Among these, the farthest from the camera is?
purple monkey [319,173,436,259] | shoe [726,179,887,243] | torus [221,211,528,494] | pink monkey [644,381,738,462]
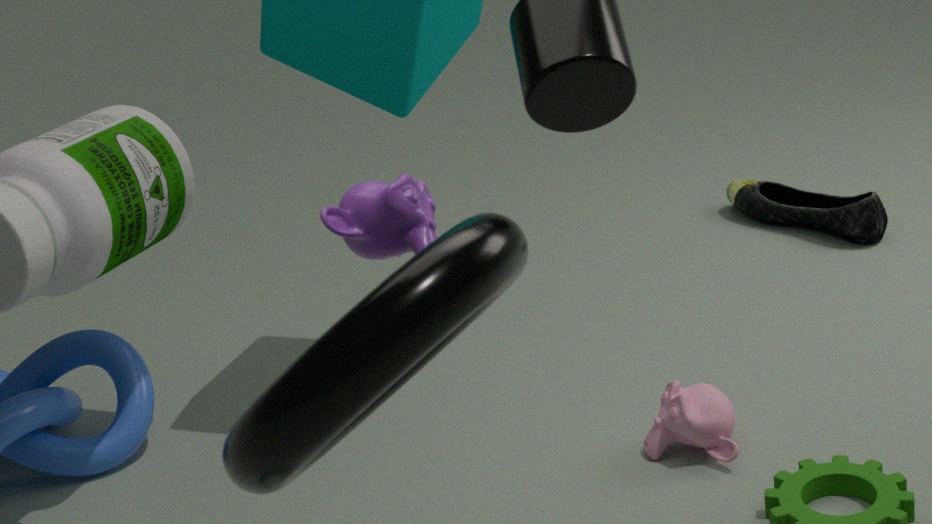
shoe [726,179,887,243]
